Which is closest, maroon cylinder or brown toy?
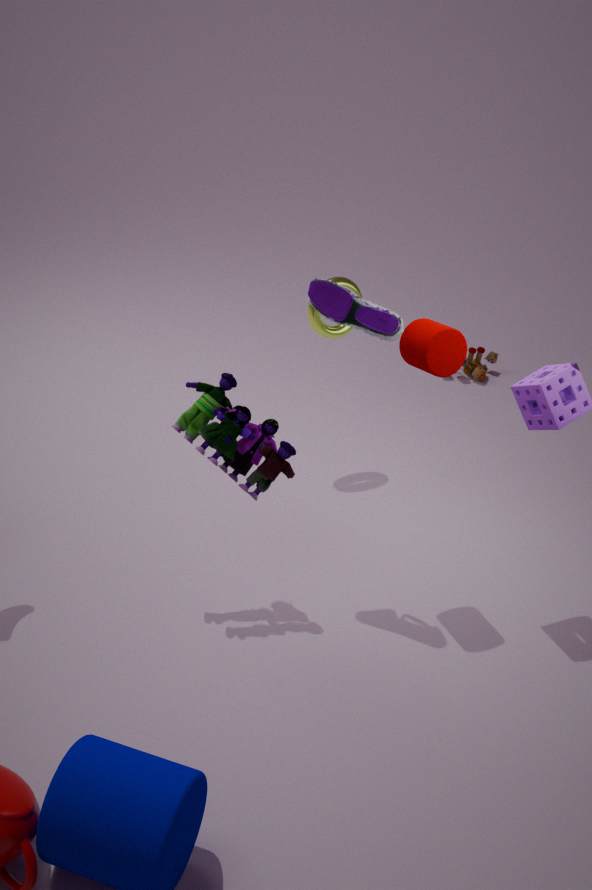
maroon cylinder
